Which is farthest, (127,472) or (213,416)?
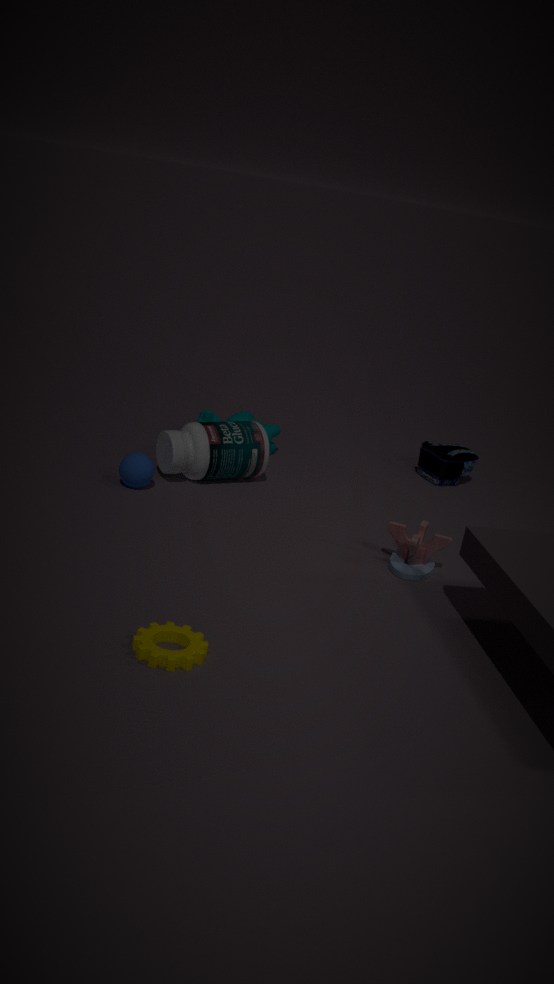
(213,416)
